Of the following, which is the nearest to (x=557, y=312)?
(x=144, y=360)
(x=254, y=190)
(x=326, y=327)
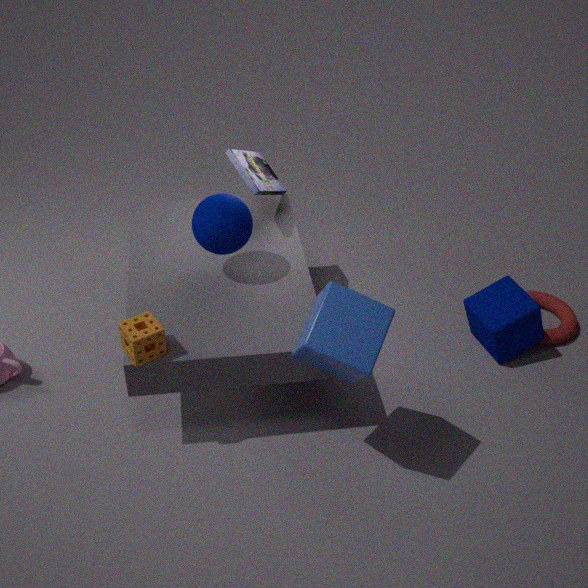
(x=326, y=327)
